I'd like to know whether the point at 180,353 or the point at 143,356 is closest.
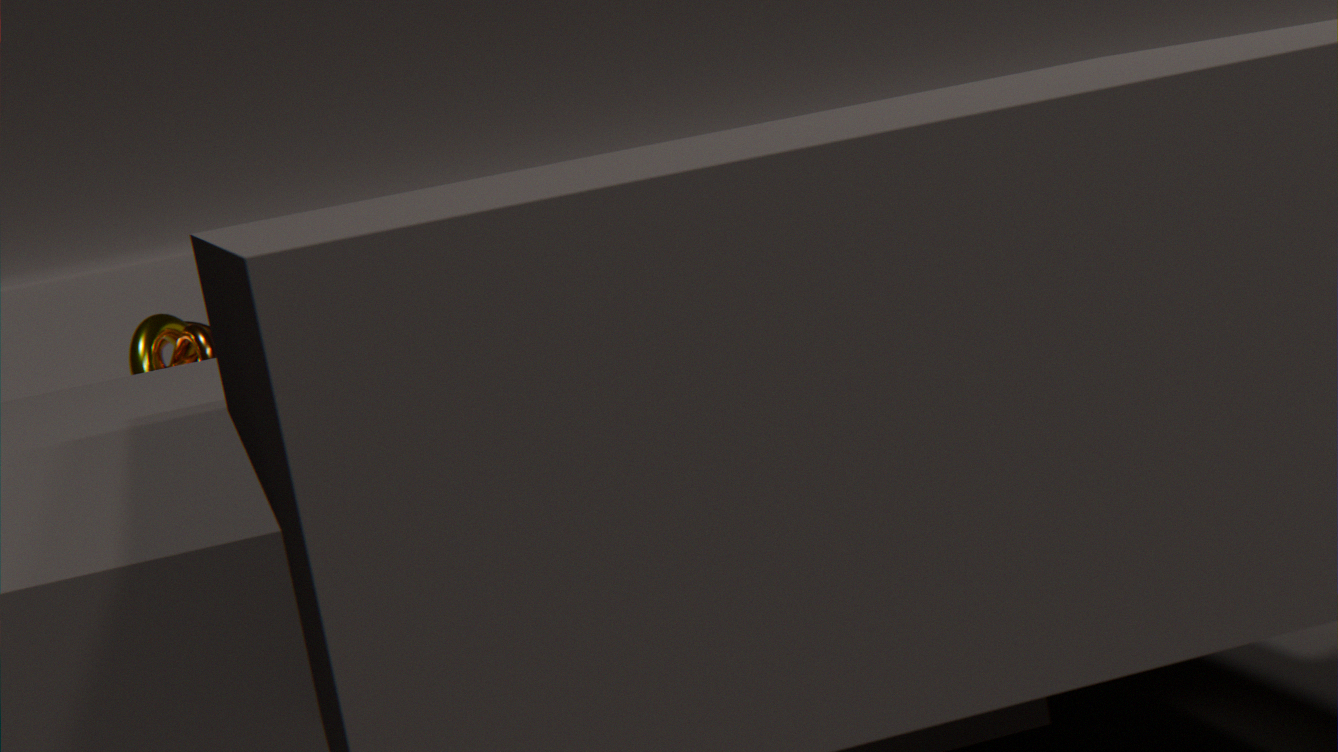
the point at 143,356
